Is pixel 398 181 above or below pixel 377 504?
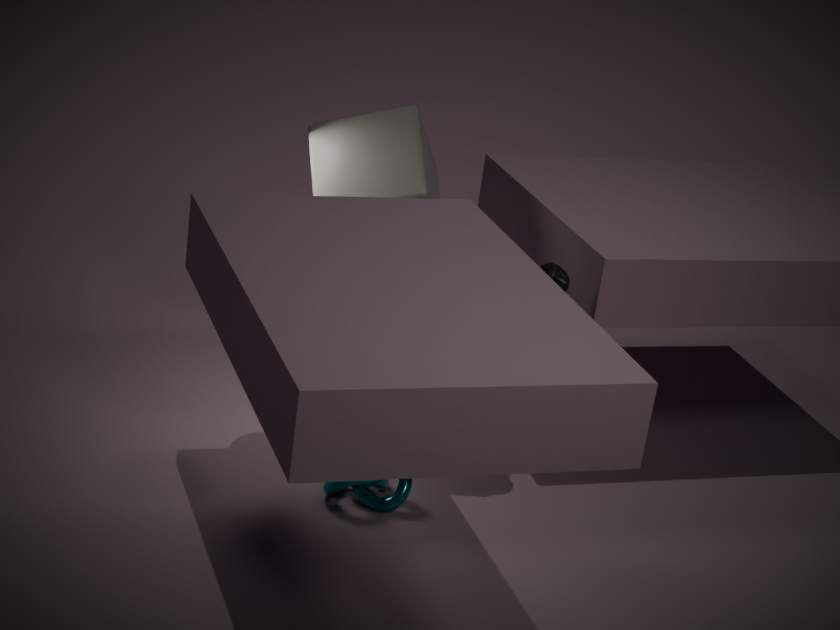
above
